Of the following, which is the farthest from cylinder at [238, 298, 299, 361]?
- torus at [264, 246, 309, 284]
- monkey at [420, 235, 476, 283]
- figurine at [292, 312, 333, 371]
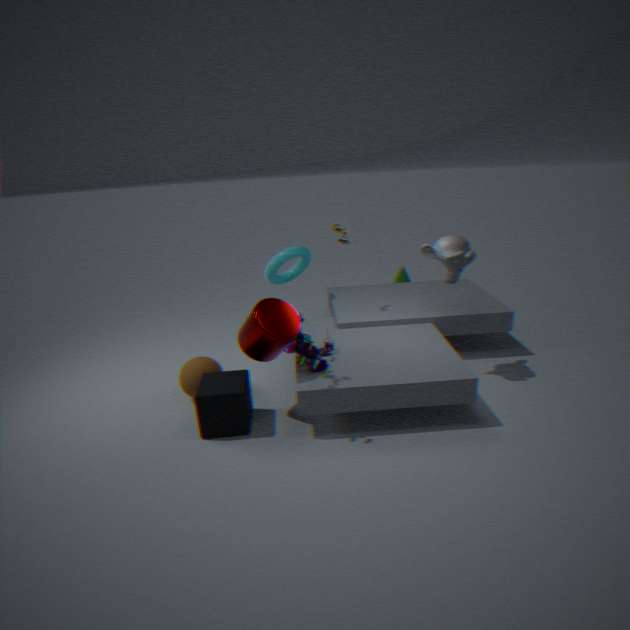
monkey at [420, 235, 476, 283]
